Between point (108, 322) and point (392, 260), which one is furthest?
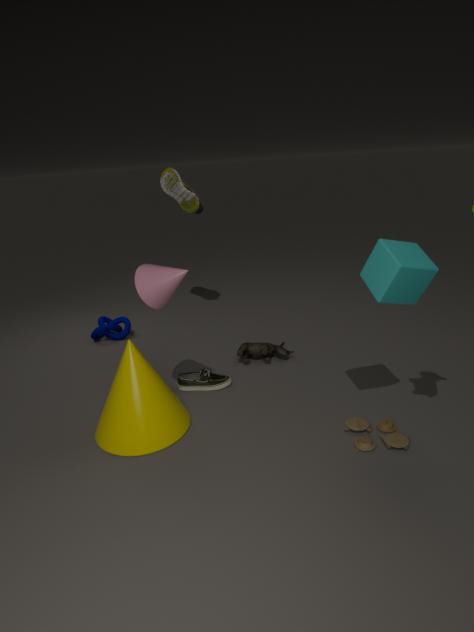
point (108, 322)
